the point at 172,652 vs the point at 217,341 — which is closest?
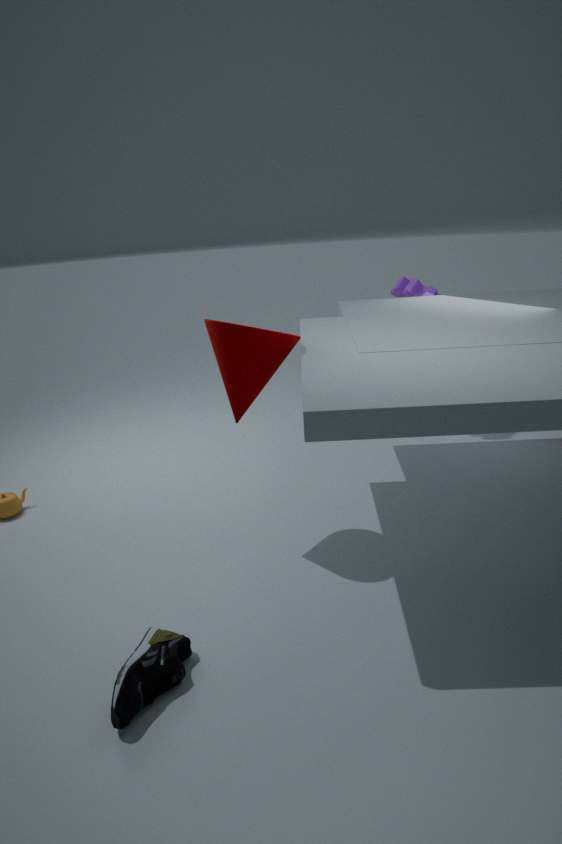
the point at 172,652
